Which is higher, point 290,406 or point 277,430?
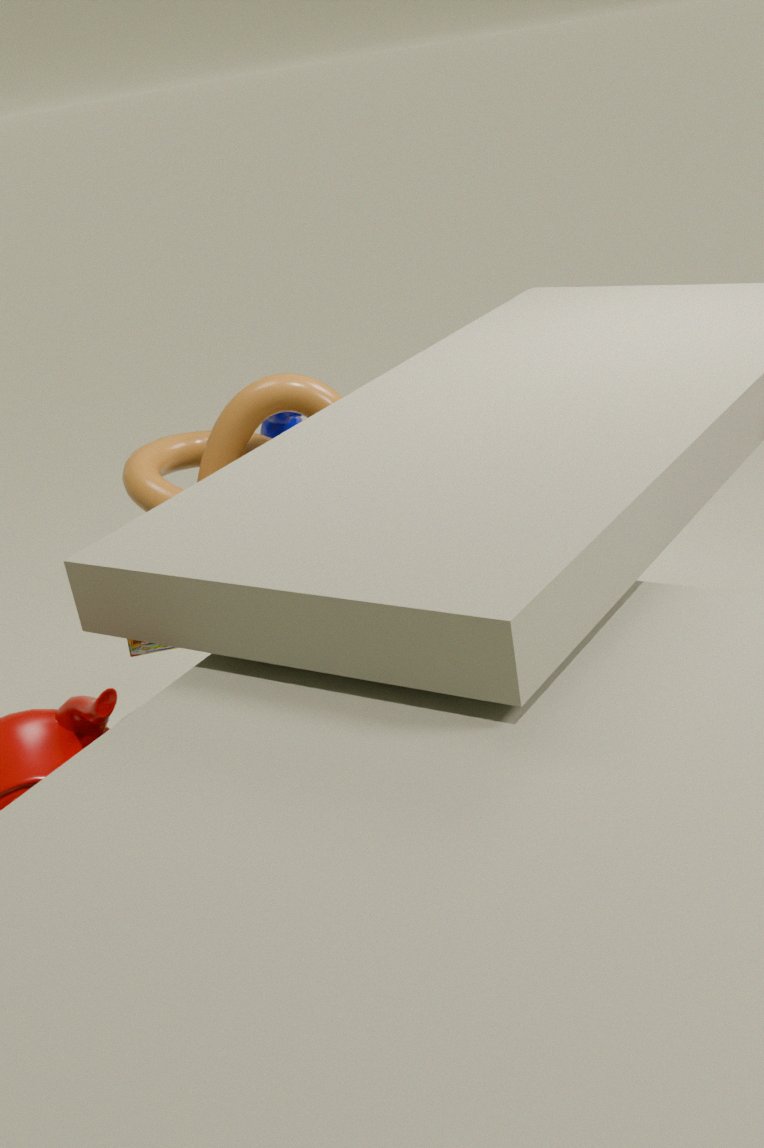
point 290,406
